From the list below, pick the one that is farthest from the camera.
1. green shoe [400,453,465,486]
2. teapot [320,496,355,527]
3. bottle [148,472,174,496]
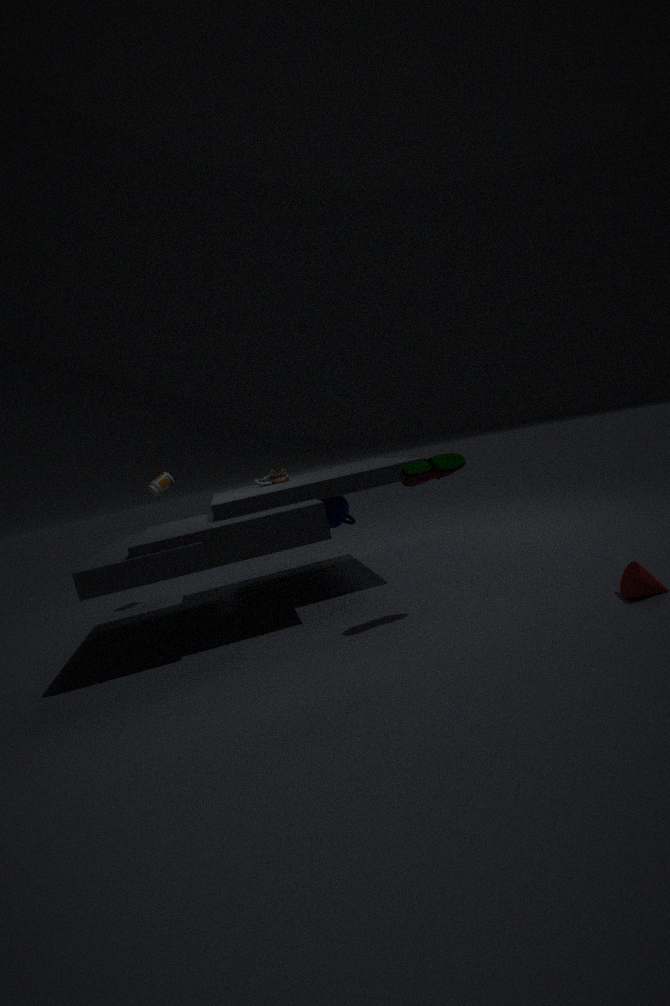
bottle [148,472,174,496]
